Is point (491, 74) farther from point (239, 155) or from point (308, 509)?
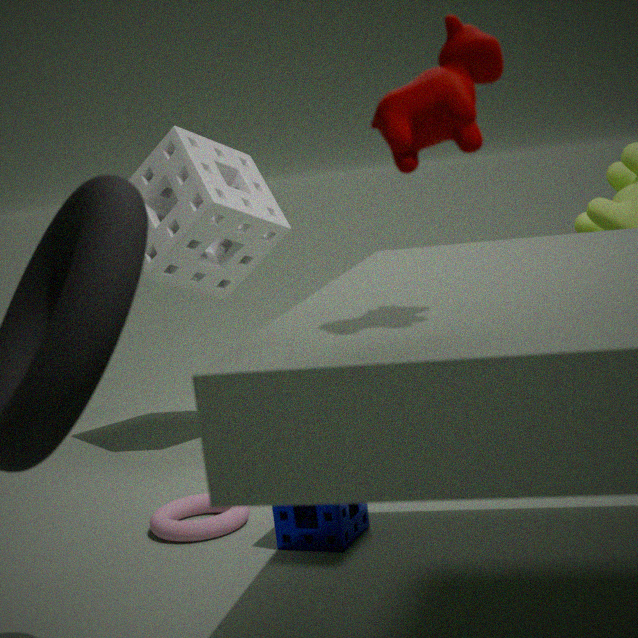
point (239, 155)
